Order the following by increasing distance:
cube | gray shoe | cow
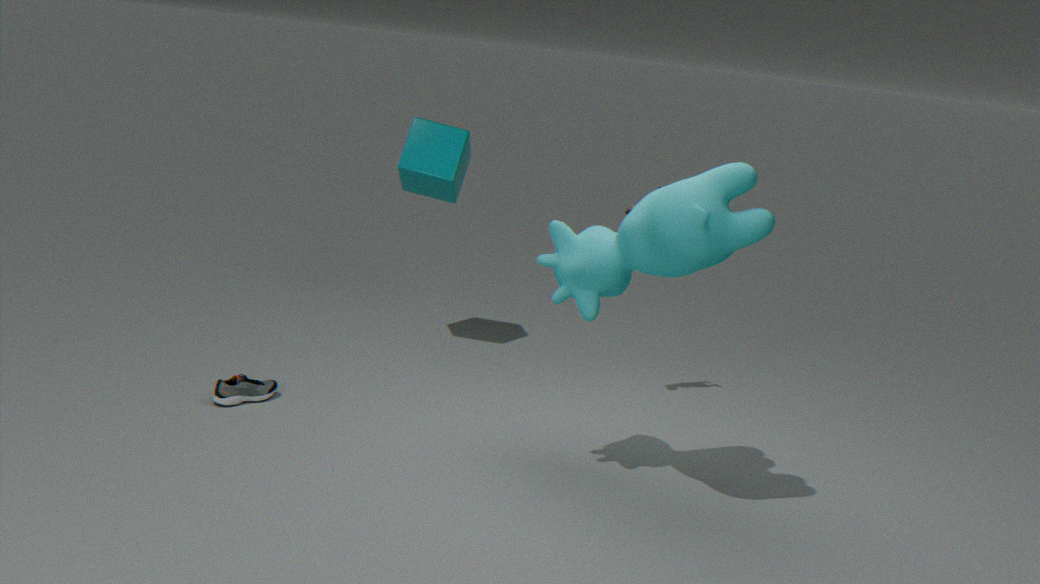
cow → gray shoe → cube
